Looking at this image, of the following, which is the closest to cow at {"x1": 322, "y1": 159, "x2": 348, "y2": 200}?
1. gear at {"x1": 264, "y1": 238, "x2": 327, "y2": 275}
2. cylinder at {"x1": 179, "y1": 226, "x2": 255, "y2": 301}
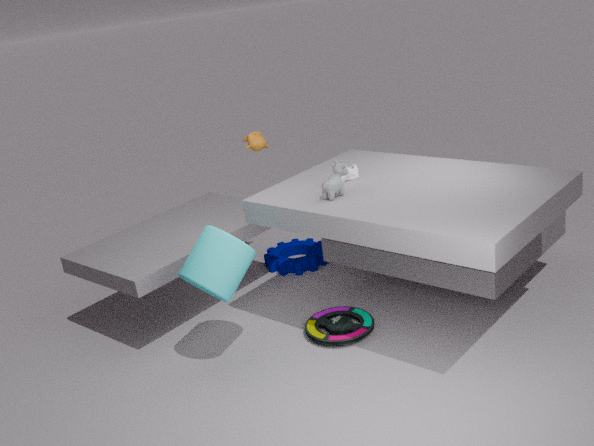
cylinder at {"x1": 179, "y1": 226, "x2": 255, "y2": 301}
